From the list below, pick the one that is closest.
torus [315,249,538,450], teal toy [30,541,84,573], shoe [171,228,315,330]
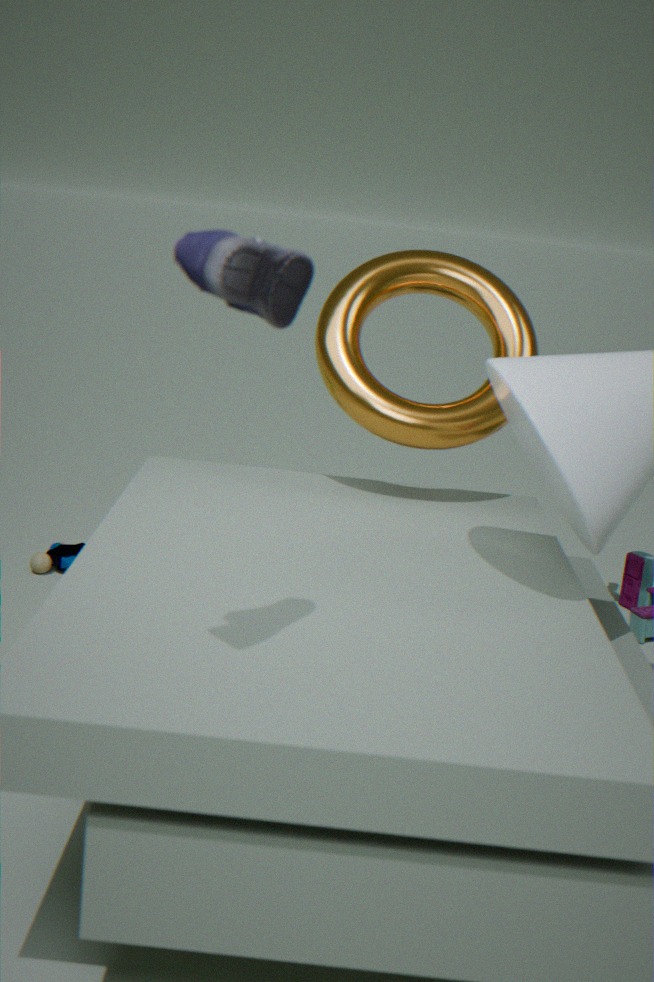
shoe [171,228,315,330]
